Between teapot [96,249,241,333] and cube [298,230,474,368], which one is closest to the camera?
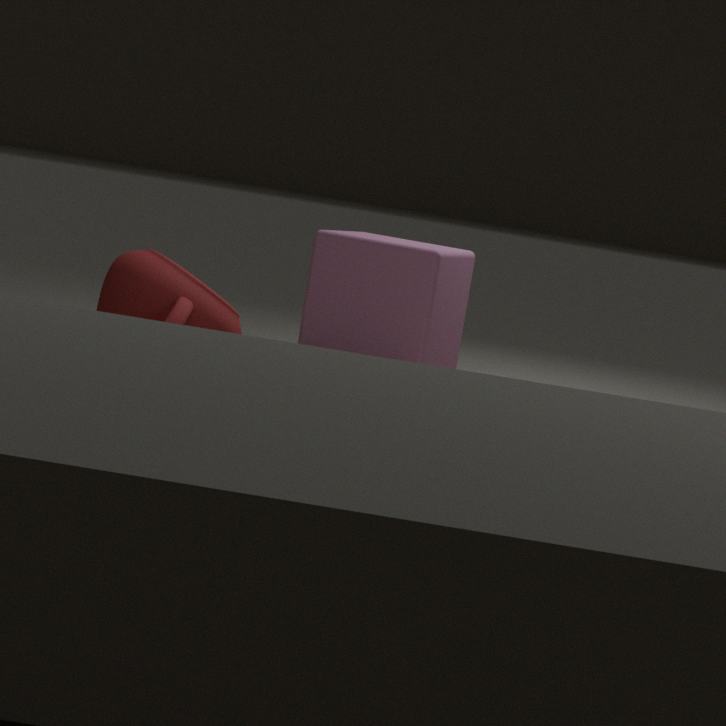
teapot [96,249,241,333]
